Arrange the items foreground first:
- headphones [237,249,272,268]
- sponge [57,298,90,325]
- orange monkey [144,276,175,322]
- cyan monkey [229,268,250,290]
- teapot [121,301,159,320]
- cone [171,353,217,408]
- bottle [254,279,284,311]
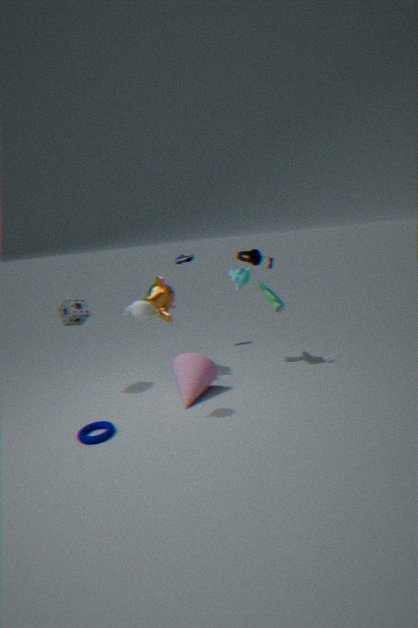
teapot [121,301,159,320], cone [171,353,217,408], sponge [57,298,90,325], headphones [237,249,272,268], orange monkey [144,276,175,322], bottle [254,279,284,311], cyan monkey [229,268,250,290]
